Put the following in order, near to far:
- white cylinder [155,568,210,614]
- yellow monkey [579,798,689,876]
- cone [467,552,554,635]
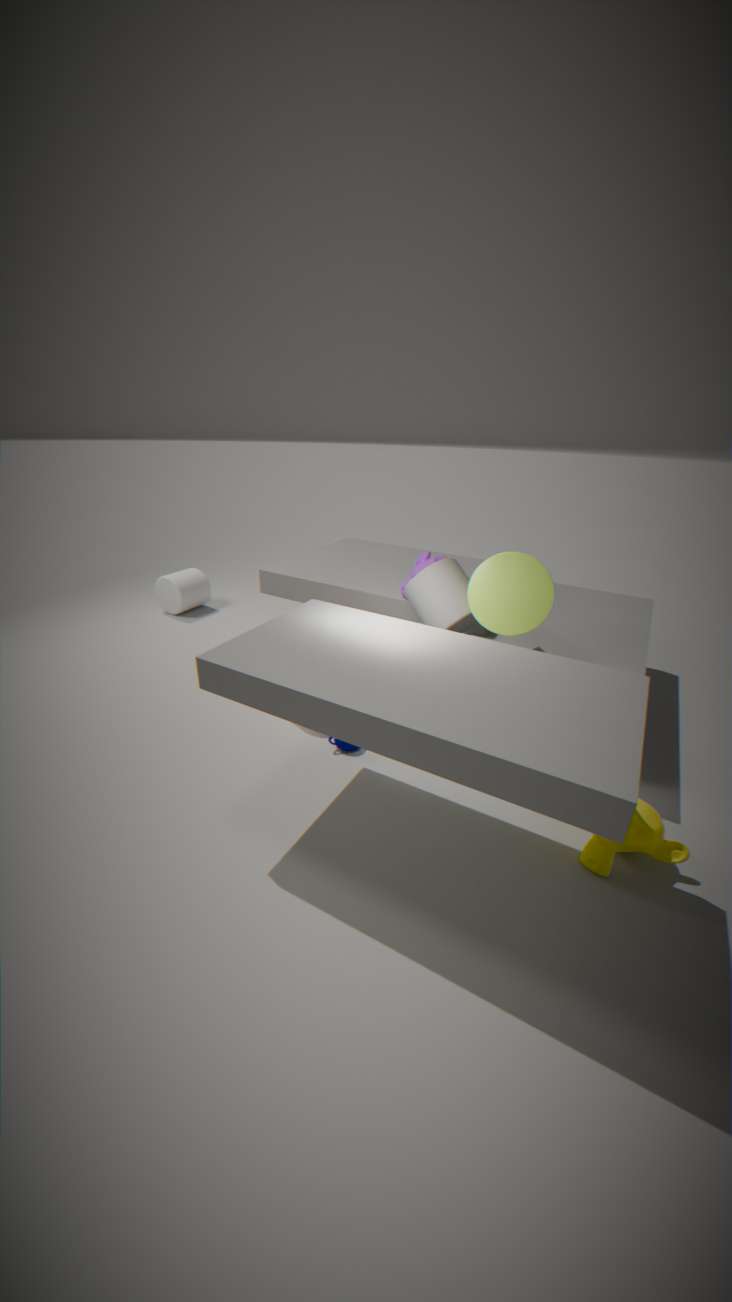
yellow monkey [579,798,689,876], cone [467,552,554,635], white cylinder [155,568,210,614]
